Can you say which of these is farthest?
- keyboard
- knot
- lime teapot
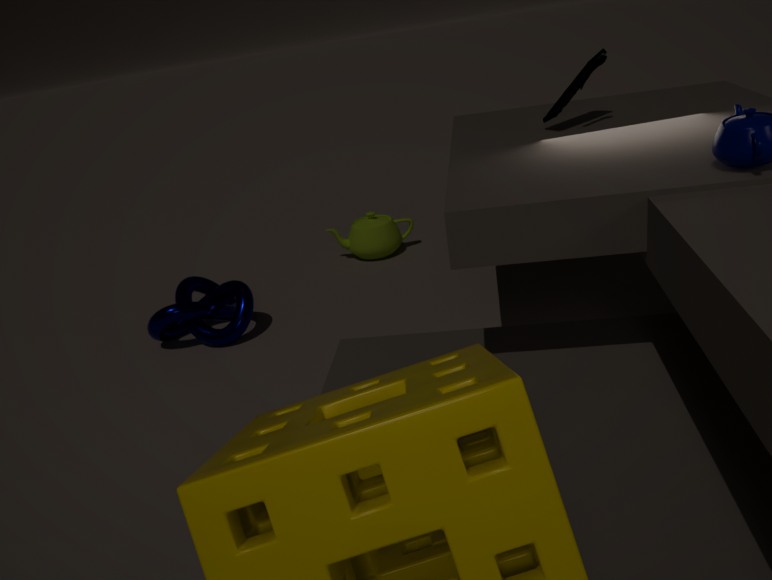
lime teapot
